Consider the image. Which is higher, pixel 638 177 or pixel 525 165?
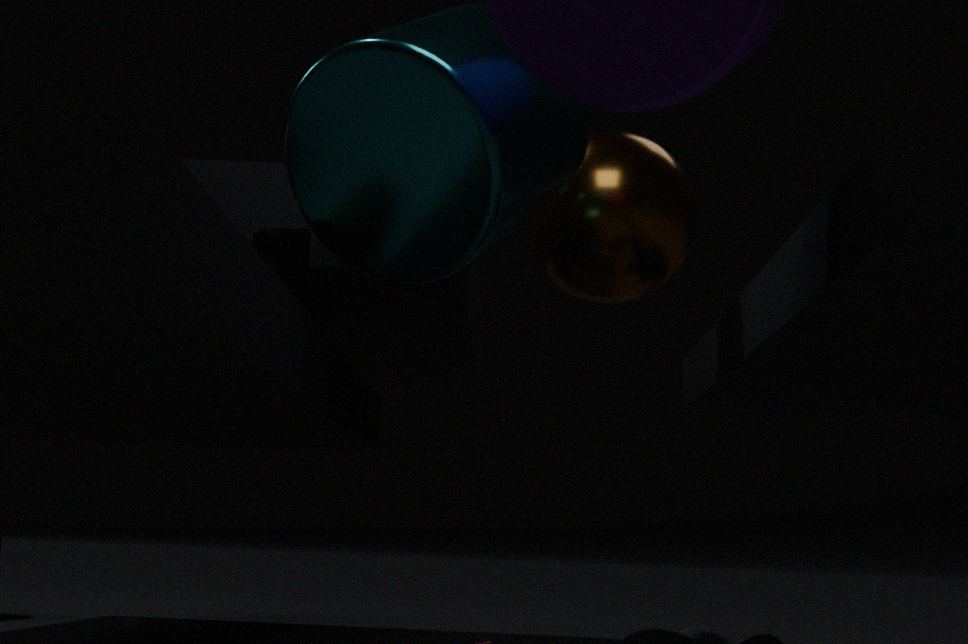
pixel 638 177
